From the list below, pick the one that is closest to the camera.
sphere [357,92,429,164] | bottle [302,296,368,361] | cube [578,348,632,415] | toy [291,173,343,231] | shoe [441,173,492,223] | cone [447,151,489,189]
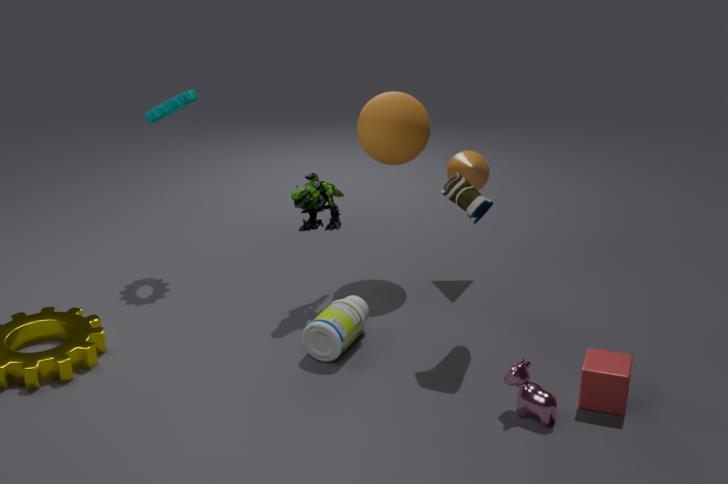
cube [578,348,632,415]
